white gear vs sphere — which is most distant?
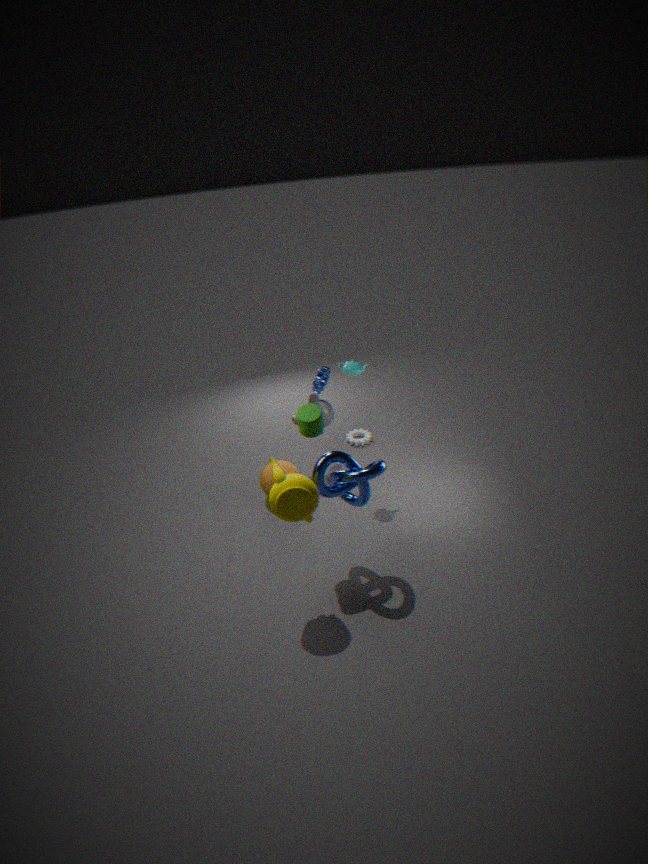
white gear
